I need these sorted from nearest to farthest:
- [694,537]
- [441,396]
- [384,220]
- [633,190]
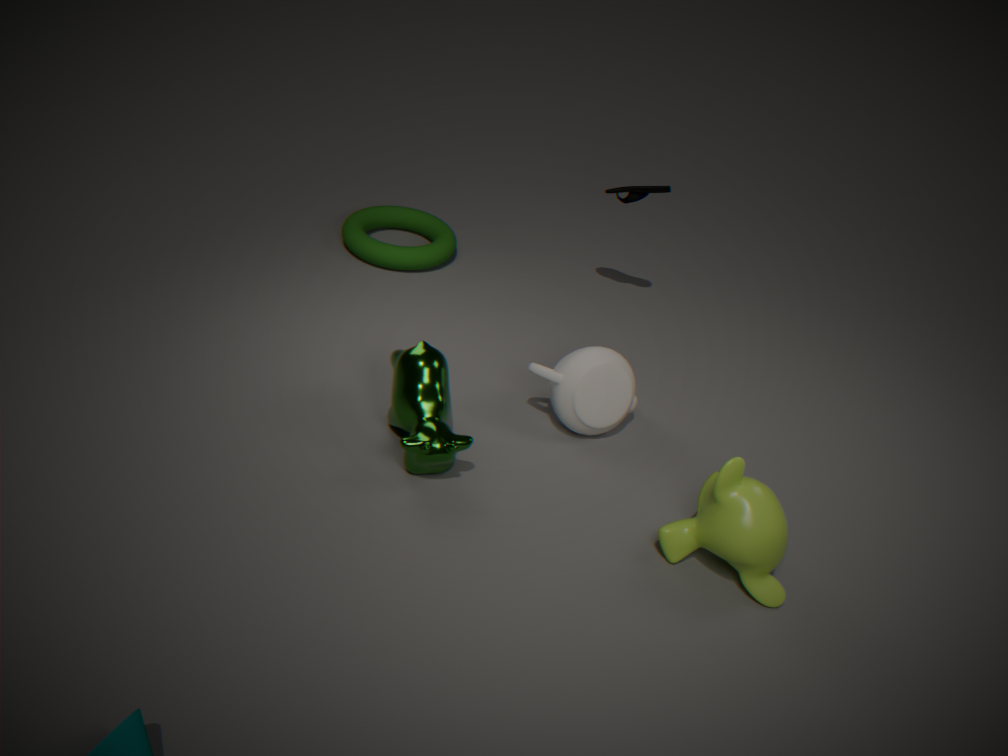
[694,537] → [441,396] → [633,190] → [384,220]
